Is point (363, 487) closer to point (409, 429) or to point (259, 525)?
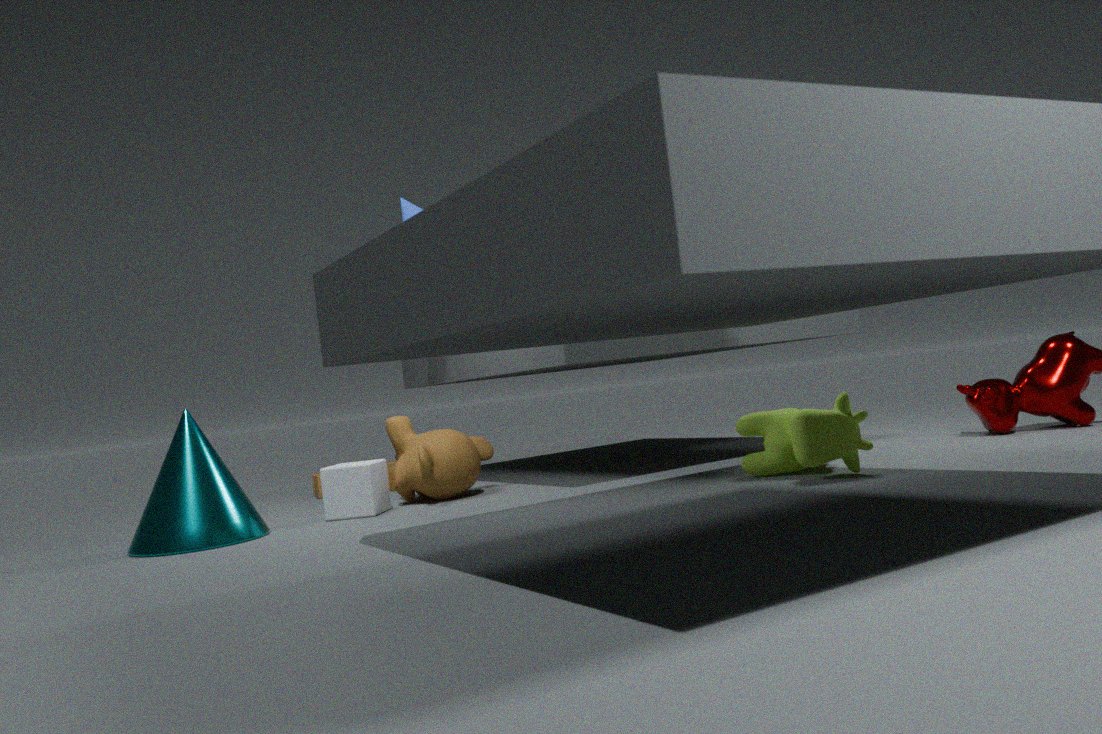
point (409, 429)
